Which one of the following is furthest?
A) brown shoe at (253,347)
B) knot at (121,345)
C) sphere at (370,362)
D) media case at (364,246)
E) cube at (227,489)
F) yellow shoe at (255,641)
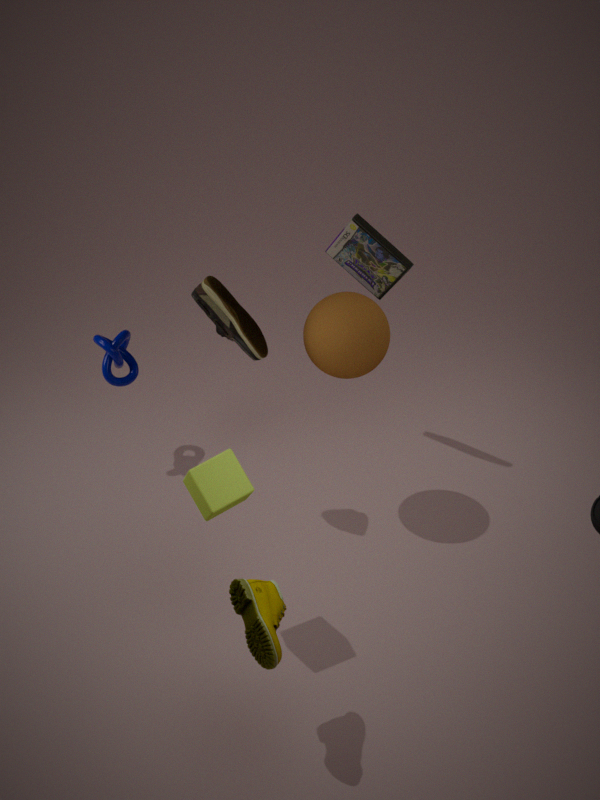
knot at (121,345)
